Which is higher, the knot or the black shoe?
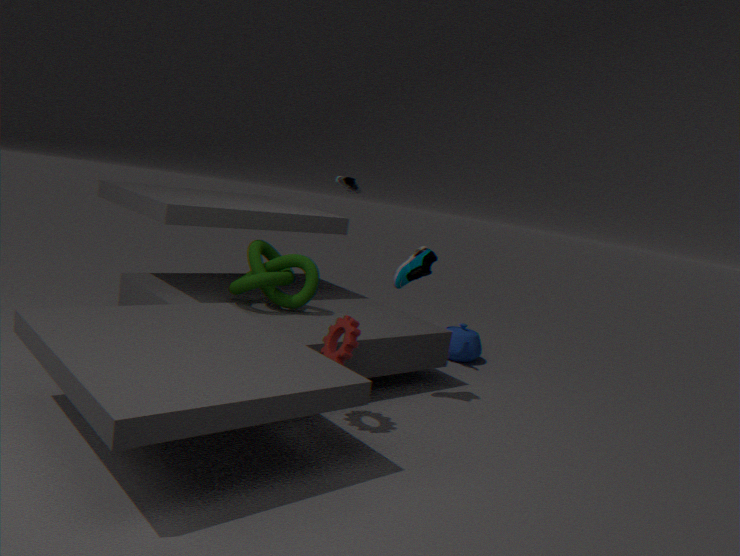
the black shoe
